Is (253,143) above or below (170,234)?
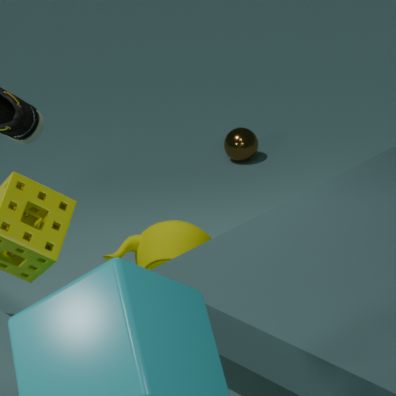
below
